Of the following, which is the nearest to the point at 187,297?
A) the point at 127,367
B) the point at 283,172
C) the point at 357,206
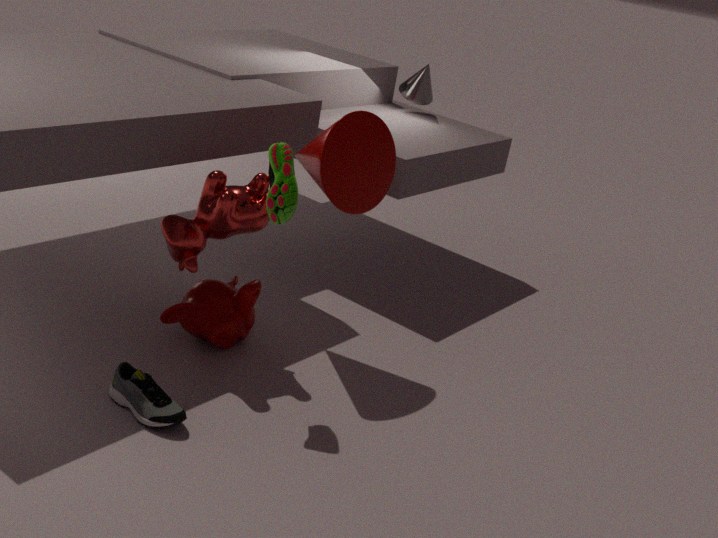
the point at 127,367
